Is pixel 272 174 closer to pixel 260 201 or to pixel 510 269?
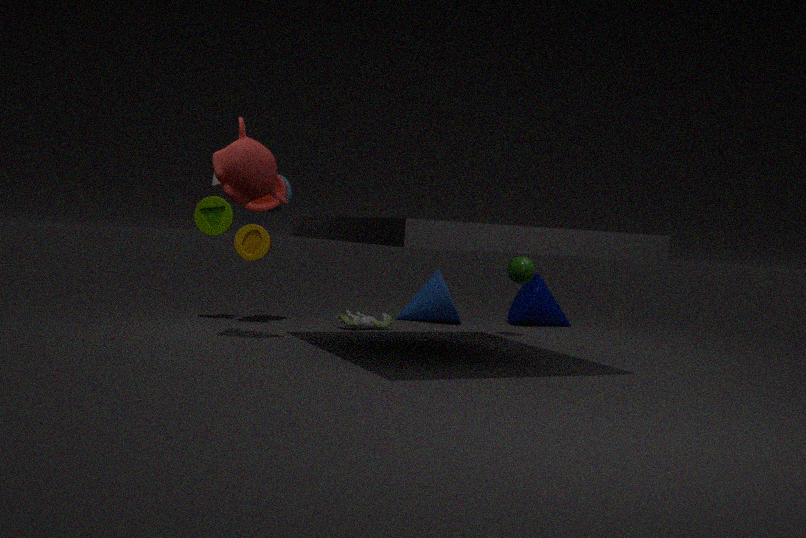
→ pixel 260 201
